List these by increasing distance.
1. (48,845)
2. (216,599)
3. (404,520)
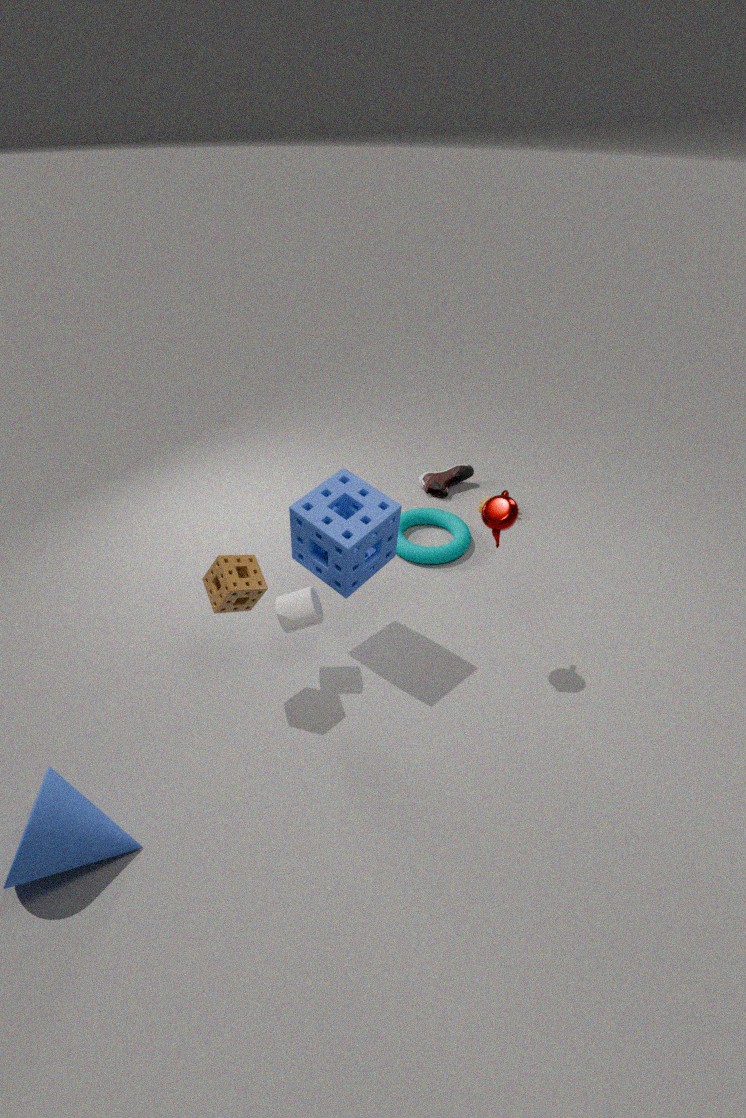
(48,845) < (216,599) < (404,520)
